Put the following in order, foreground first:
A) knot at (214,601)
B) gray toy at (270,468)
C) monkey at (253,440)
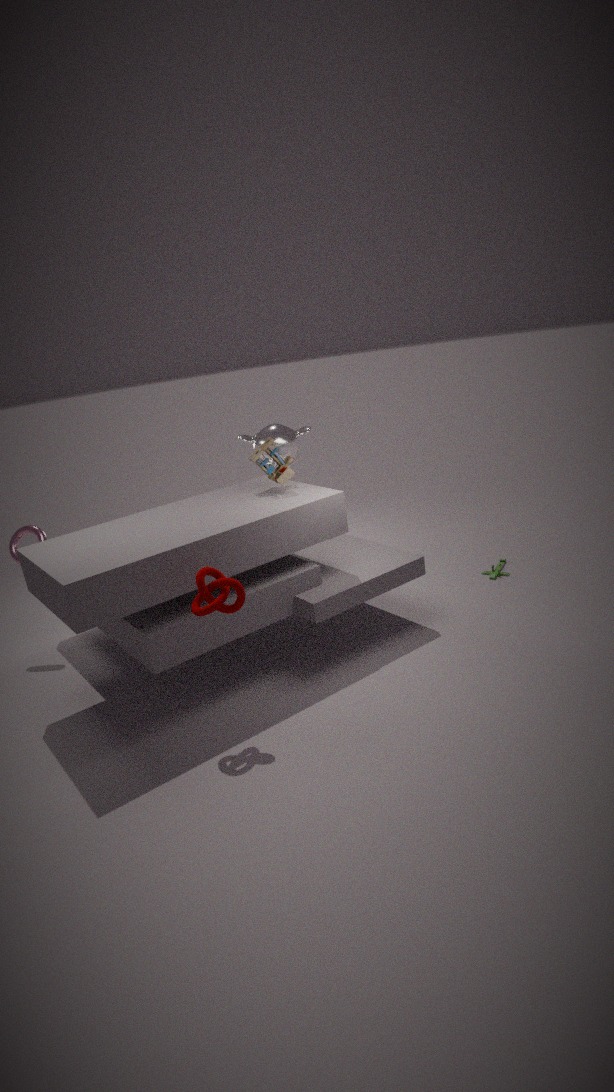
1. A. knot at (214,601)
2. B. gray toy at (270,468)
3. C. monkey at (253,440)
